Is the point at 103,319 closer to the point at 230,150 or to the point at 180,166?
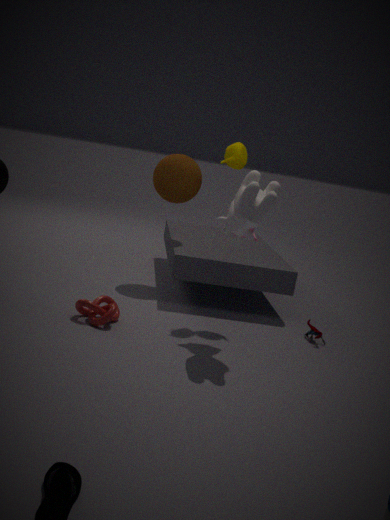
the point at 230,150
